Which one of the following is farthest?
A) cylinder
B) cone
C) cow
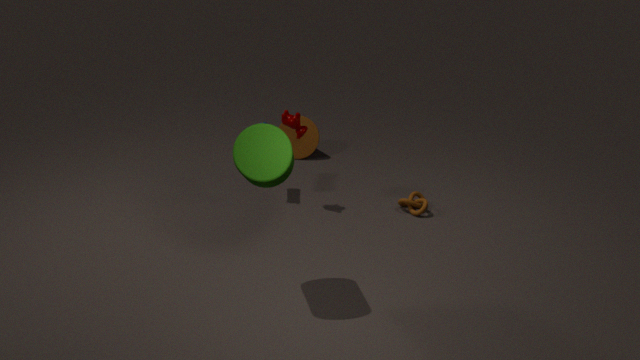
cone
